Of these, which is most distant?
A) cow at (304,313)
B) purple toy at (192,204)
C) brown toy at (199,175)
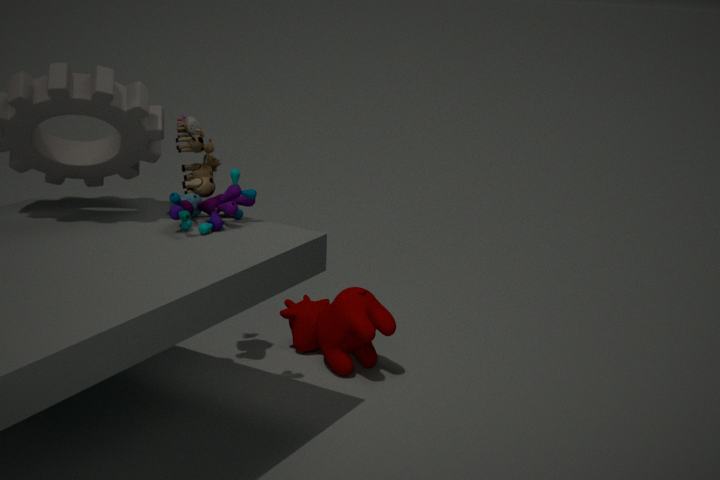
cow at (304,313)
